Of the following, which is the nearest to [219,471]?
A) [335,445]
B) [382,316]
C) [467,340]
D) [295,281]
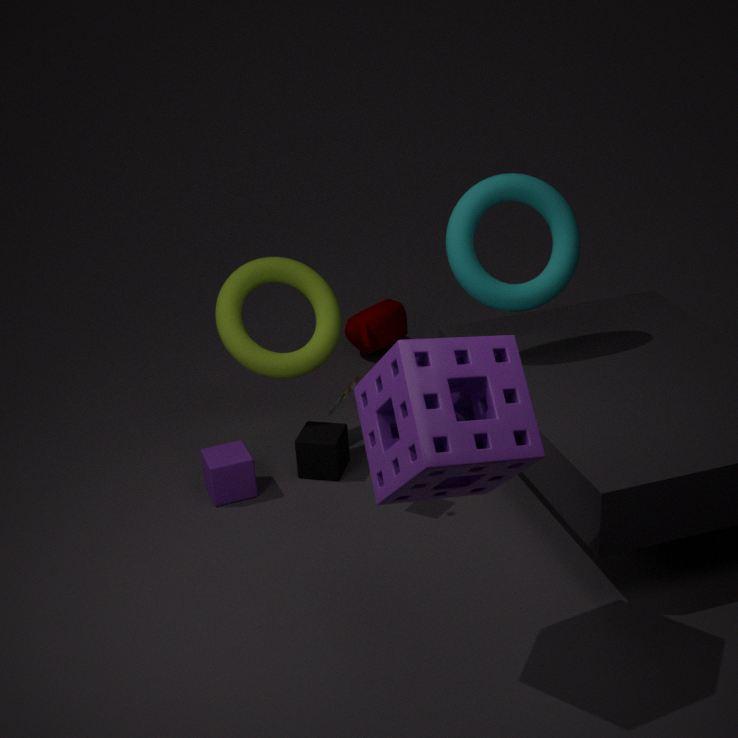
[335,445]
